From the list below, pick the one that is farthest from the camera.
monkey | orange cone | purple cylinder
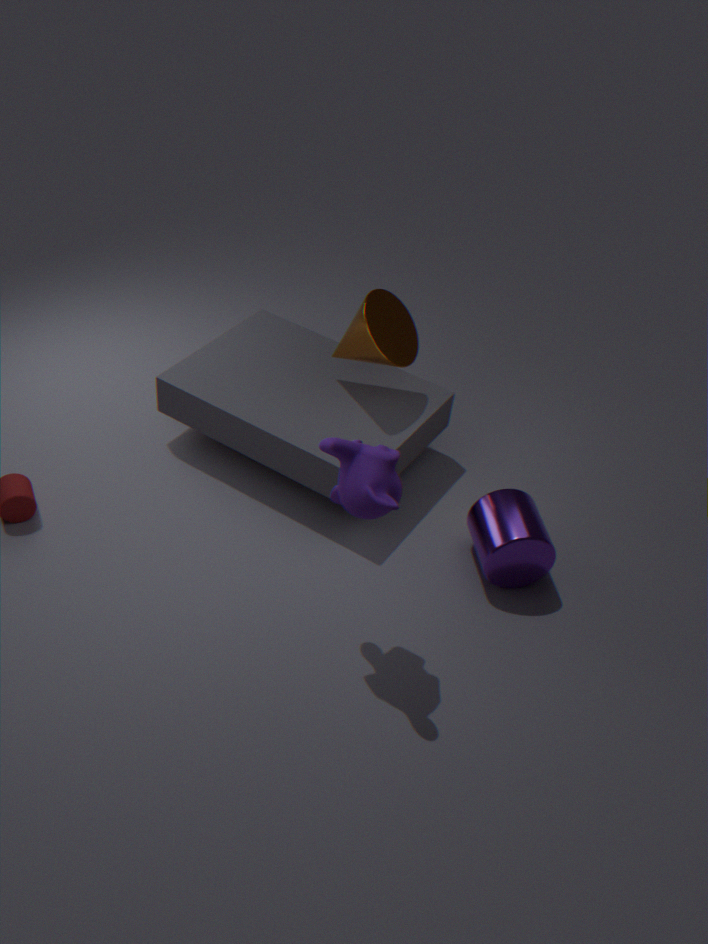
orange cone
